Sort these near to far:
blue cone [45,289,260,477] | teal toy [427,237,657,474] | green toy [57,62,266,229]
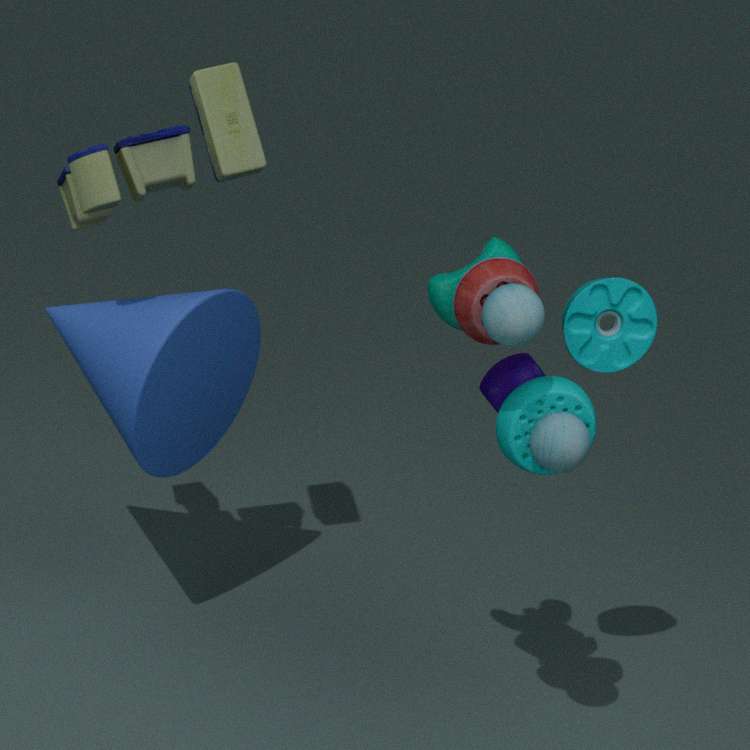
teal toy [427,237,657,474] < green toy [57,62,266,229] < blue cone [45,289,260,477]
